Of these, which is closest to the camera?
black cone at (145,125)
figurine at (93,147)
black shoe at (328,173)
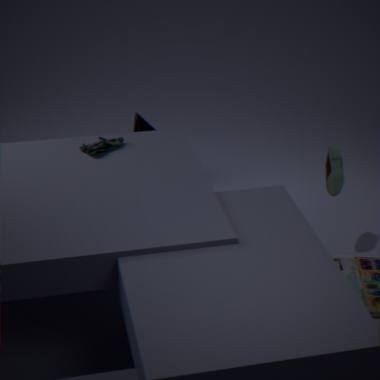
figurine at (93,147)
